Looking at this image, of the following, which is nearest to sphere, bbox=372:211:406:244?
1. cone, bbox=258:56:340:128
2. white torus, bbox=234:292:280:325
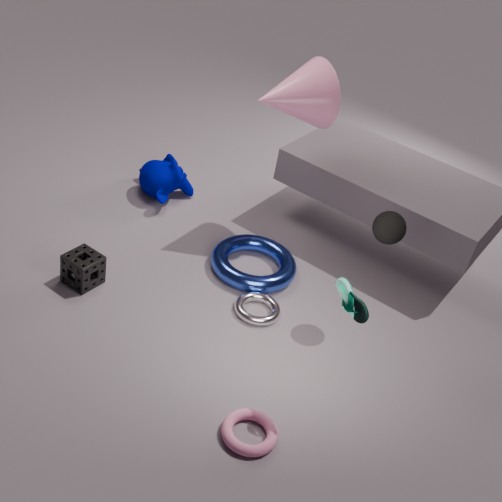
white torus, bbox=234:292:280:325
